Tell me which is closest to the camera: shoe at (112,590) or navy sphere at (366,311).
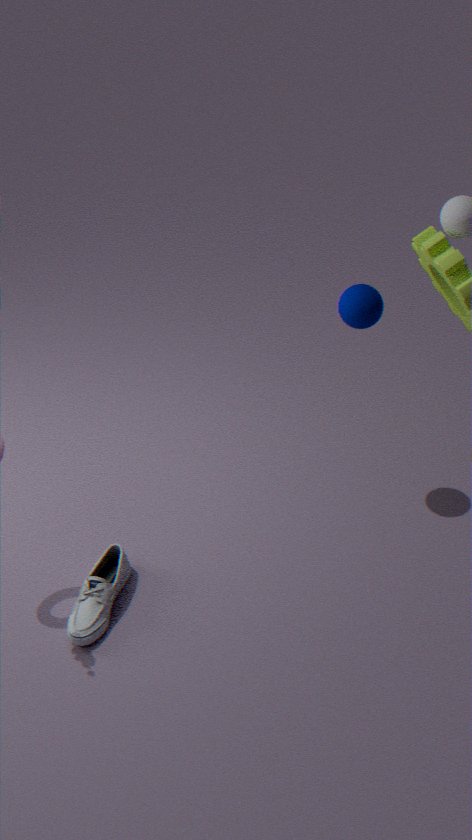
navy sphere at (366,311)
